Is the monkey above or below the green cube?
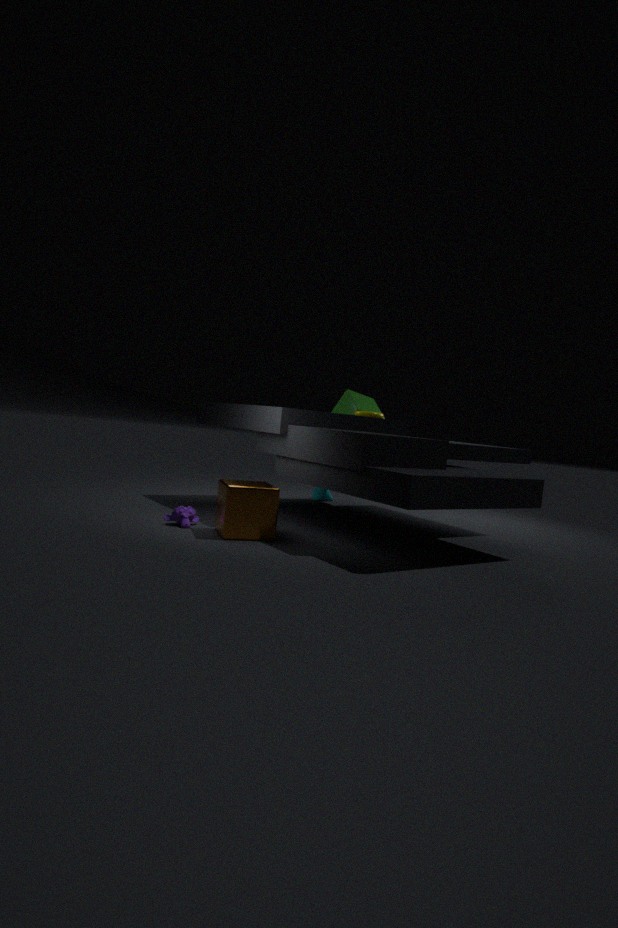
below
